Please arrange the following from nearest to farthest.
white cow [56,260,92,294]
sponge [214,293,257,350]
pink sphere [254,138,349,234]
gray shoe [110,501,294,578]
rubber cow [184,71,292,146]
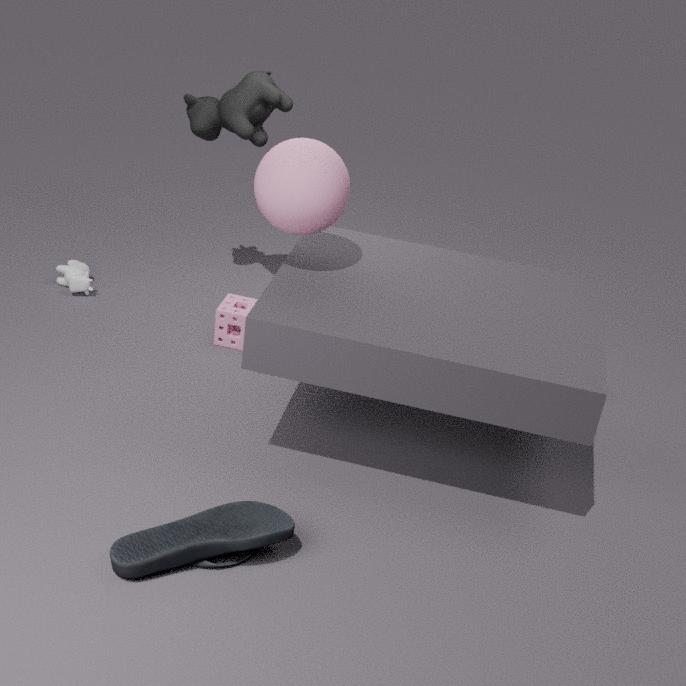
gray shoe [110,501,294,578], pink sphere [254,138,349,234], sponge [214,293,257,350], rubber cow [184,71,292,146], white cow [56,260,92,294]
